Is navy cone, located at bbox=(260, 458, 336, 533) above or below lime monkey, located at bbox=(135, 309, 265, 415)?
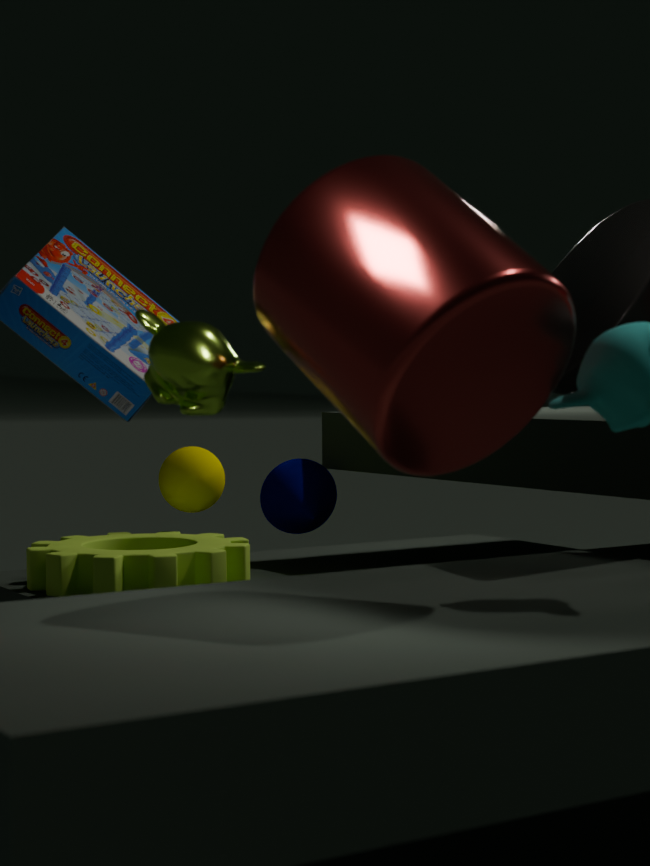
below
